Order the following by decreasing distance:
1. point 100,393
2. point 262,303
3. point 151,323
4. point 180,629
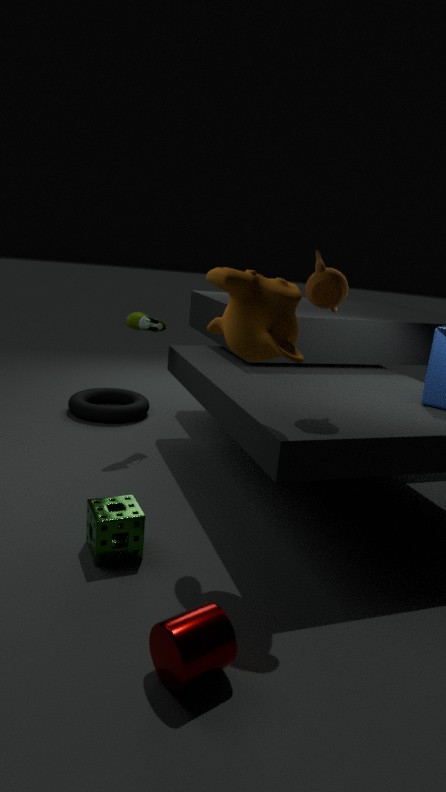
point 100,393, point 151,323, point 262,303, point 180,629
